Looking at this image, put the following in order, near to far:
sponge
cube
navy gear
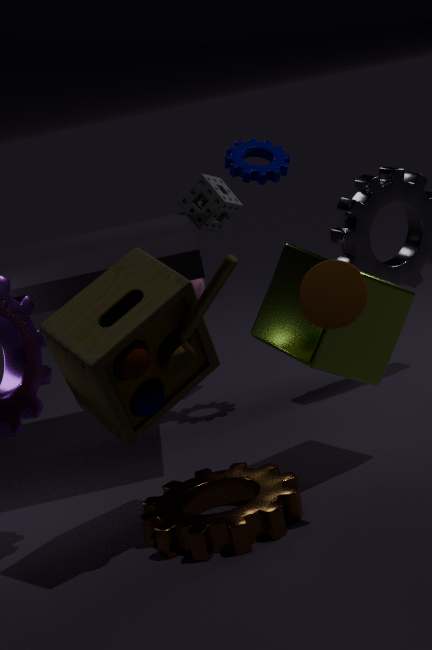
cube
navy gear
sponge
